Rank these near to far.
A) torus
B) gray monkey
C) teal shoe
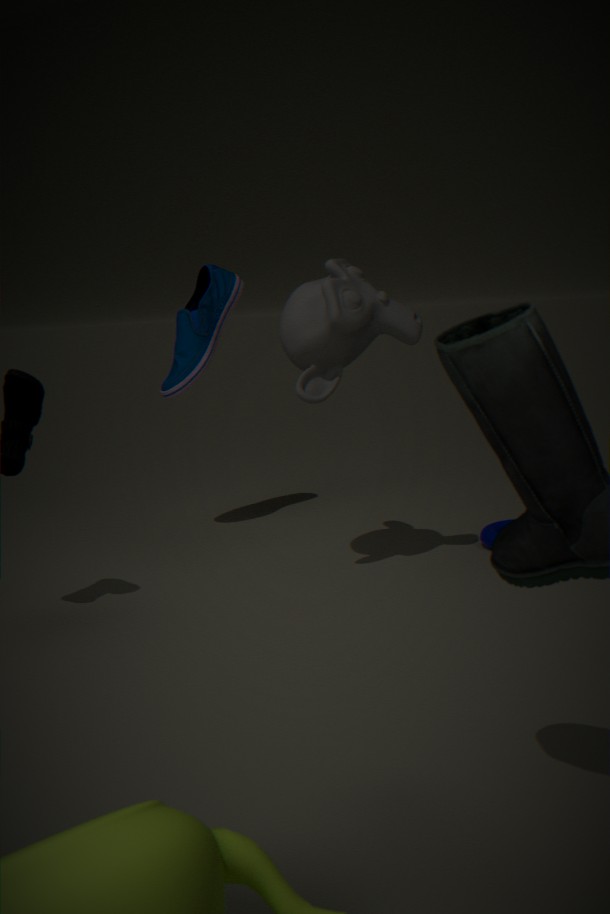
1. gray monkey
2. torus
3. teal shoe
